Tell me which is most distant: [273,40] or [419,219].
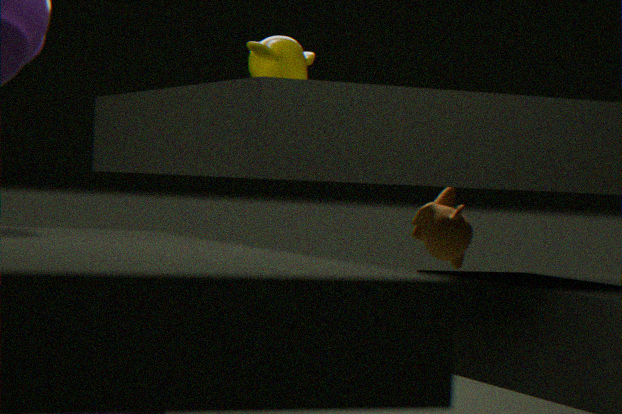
[419,219]
